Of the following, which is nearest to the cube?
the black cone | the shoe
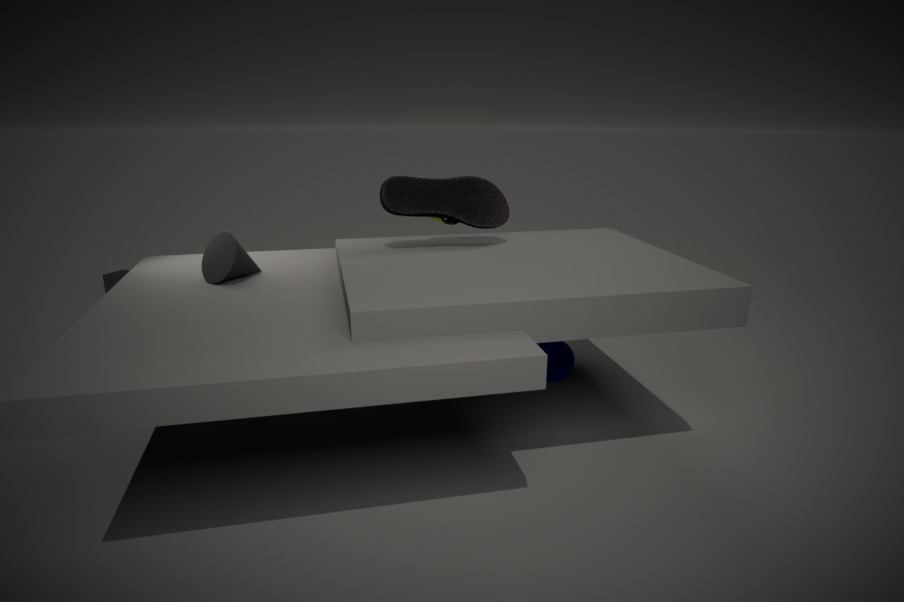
the black cone
